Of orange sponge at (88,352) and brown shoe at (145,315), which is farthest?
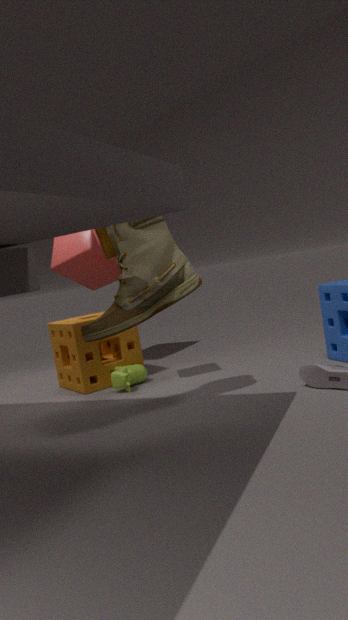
orange sponge at (88,352)
